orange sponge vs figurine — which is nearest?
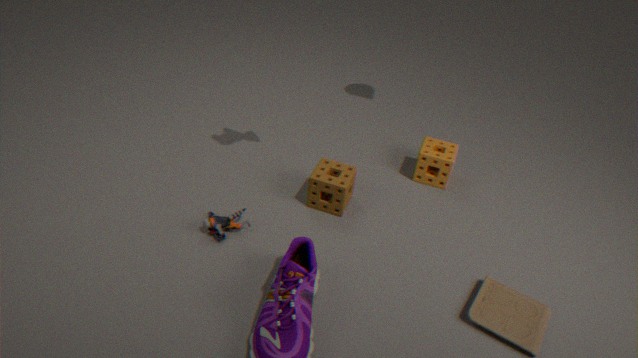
figurine
